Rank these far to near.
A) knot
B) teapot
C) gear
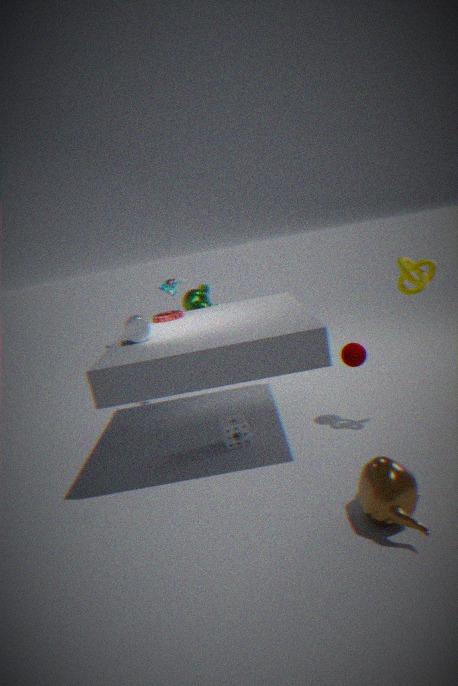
gear
knot
teapot
